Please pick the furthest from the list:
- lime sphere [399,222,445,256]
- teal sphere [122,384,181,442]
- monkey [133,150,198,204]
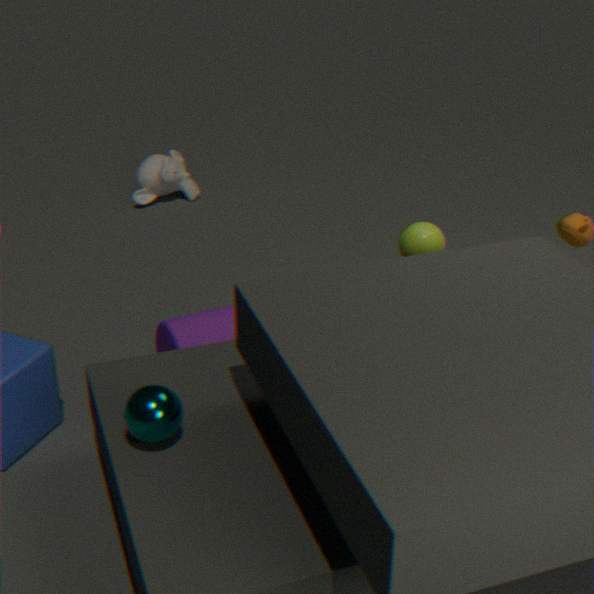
monkey [133,150,198,204]
